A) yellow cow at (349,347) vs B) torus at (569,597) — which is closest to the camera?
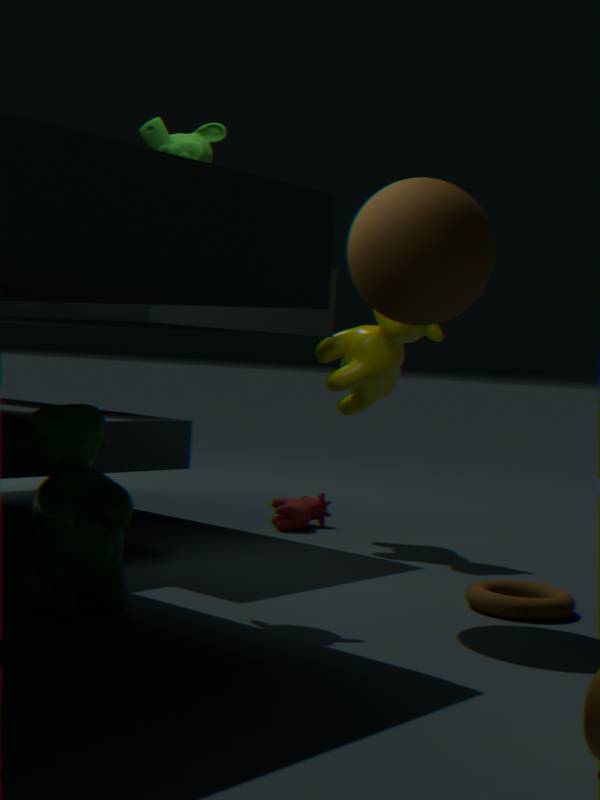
B. torus at (569,597)
